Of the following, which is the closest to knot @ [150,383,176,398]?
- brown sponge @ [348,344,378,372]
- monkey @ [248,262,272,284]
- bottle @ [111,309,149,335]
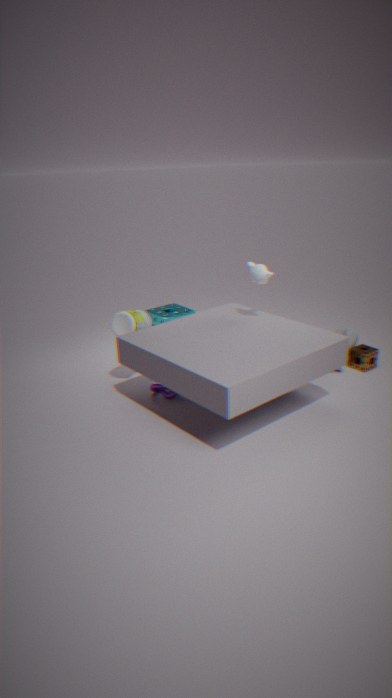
bottle @ [111,309,149,335]
